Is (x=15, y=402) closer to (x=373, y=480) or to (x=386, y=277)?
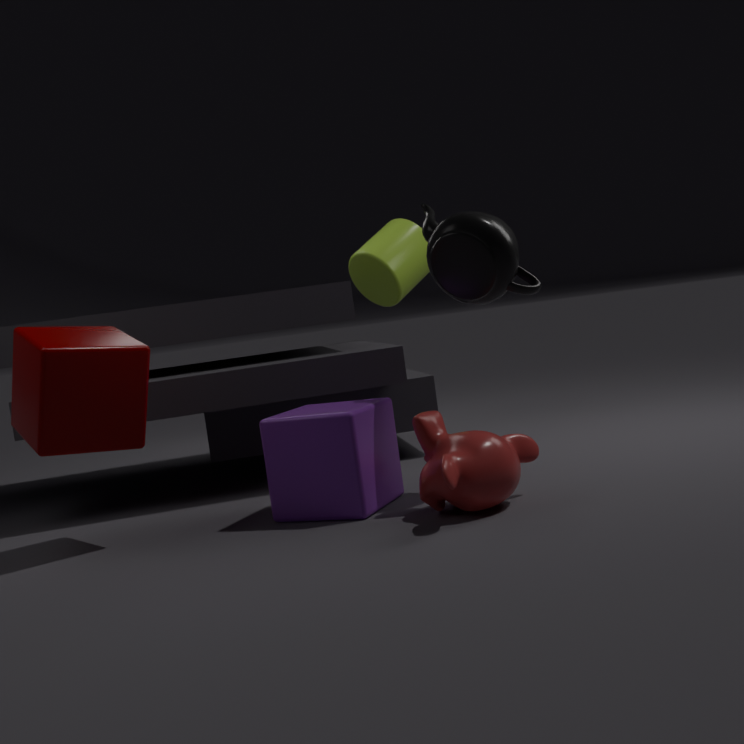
(x=373, y=480)
